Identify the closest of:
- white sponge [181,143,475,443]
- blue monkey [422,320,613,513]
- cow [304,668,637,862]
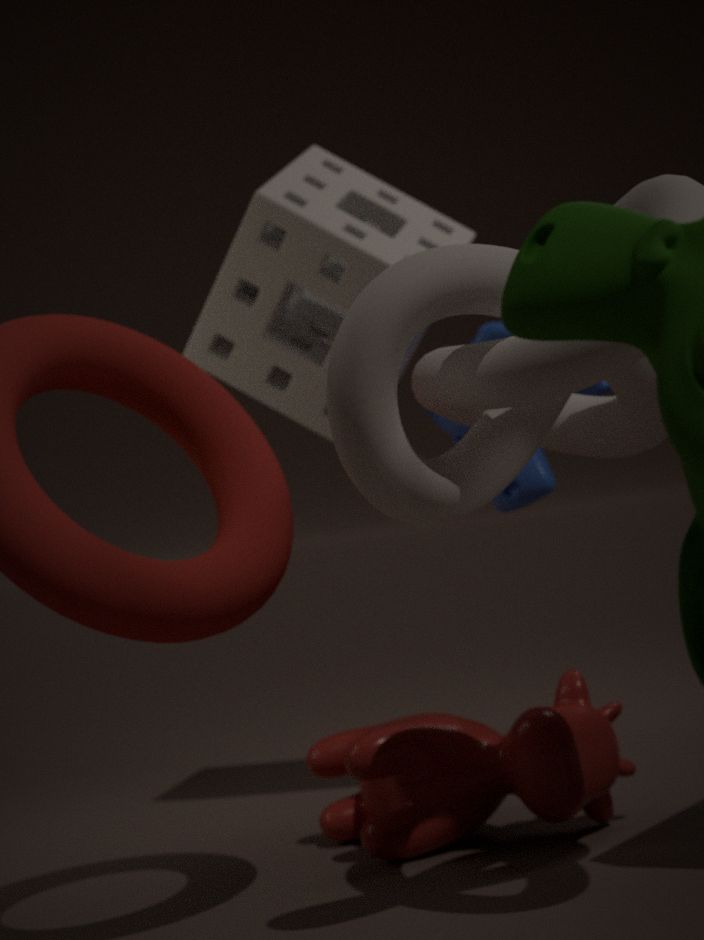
cow [304,668,637,862]
